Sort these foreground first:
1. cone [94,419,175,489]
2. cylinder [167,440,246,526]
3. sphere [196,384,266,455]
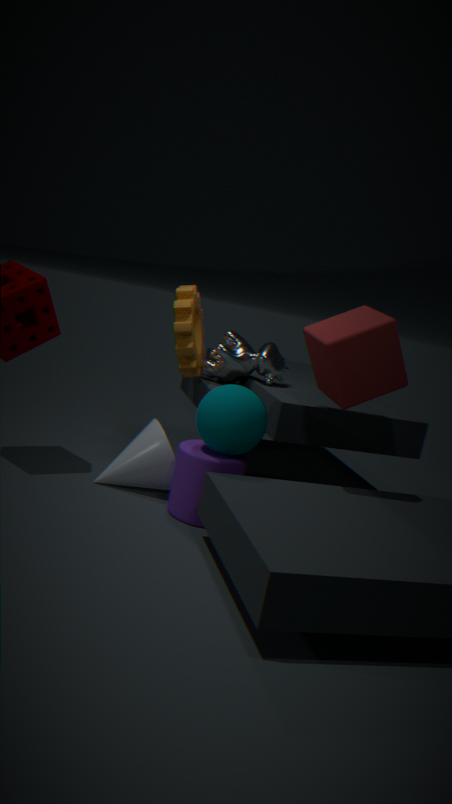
sphere [196,384,266,455], cylinder [167,440,246,526], cone [94,419,175,489]
